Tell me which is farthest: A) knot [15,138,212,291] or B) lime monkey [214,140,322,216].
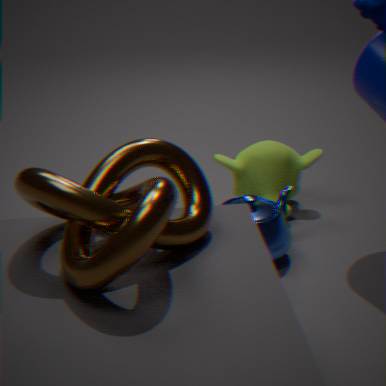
B. lime monkey [214,140,322,216]
